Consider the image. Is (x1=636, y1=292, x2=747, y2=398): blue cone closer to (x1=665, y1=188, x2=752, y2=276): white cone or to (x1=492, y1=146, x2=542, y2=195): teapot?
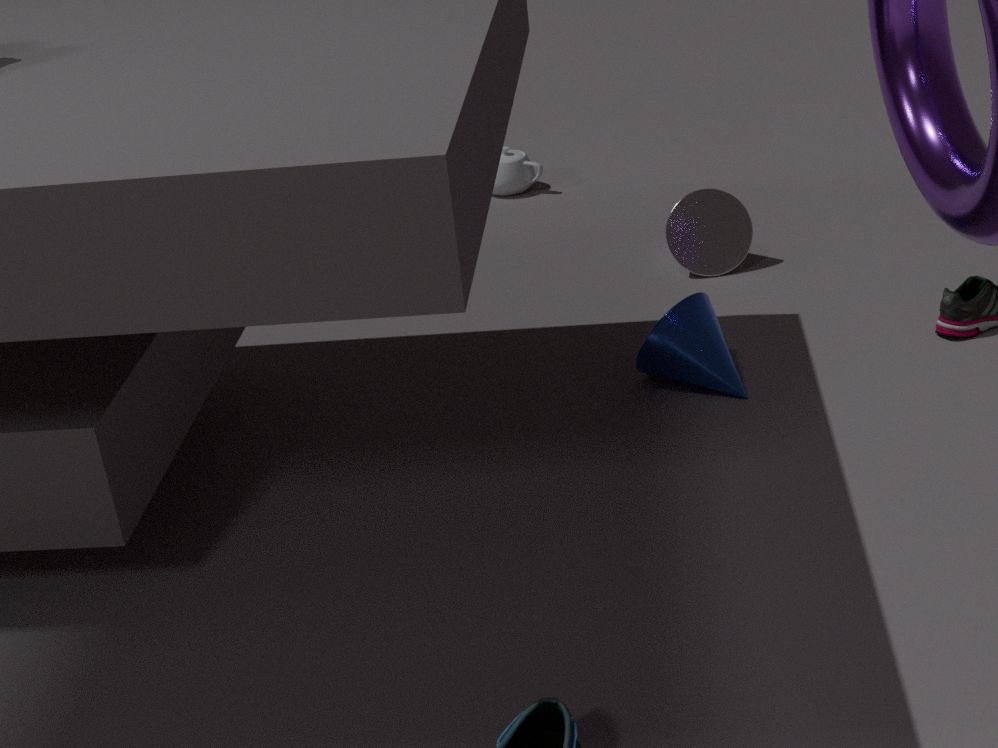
(x1=665, y1=188, x2=752, y2=276): white cone
